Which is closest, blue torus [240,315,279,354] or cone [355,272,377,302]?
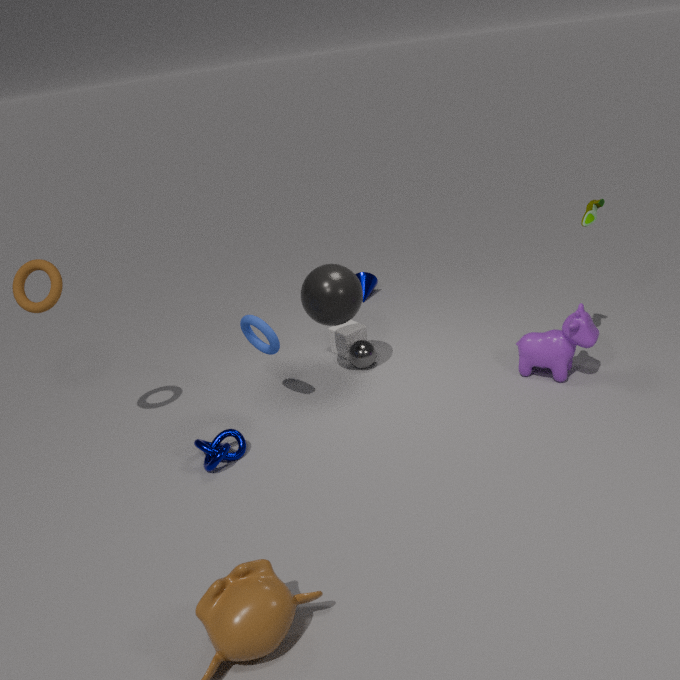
blue torus [240,315,279,354]
